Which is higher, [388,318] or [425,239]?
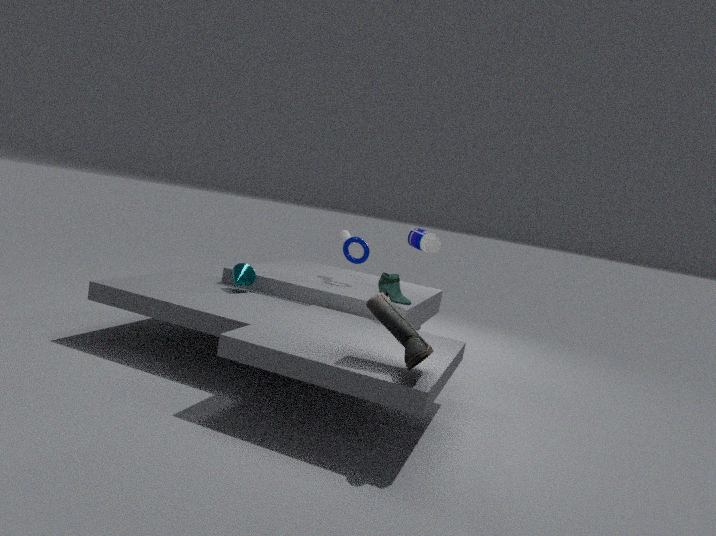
[425,239]
